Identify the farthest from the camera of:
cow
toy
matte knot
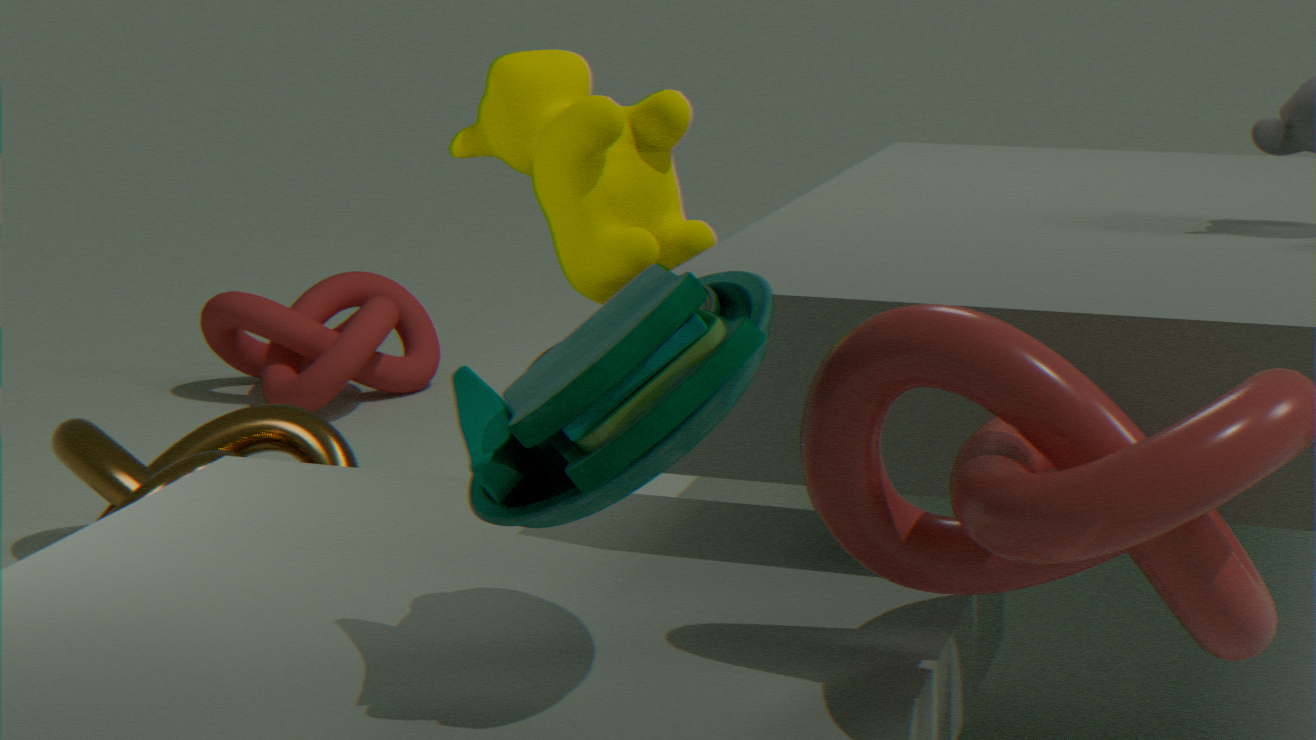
matte knot
